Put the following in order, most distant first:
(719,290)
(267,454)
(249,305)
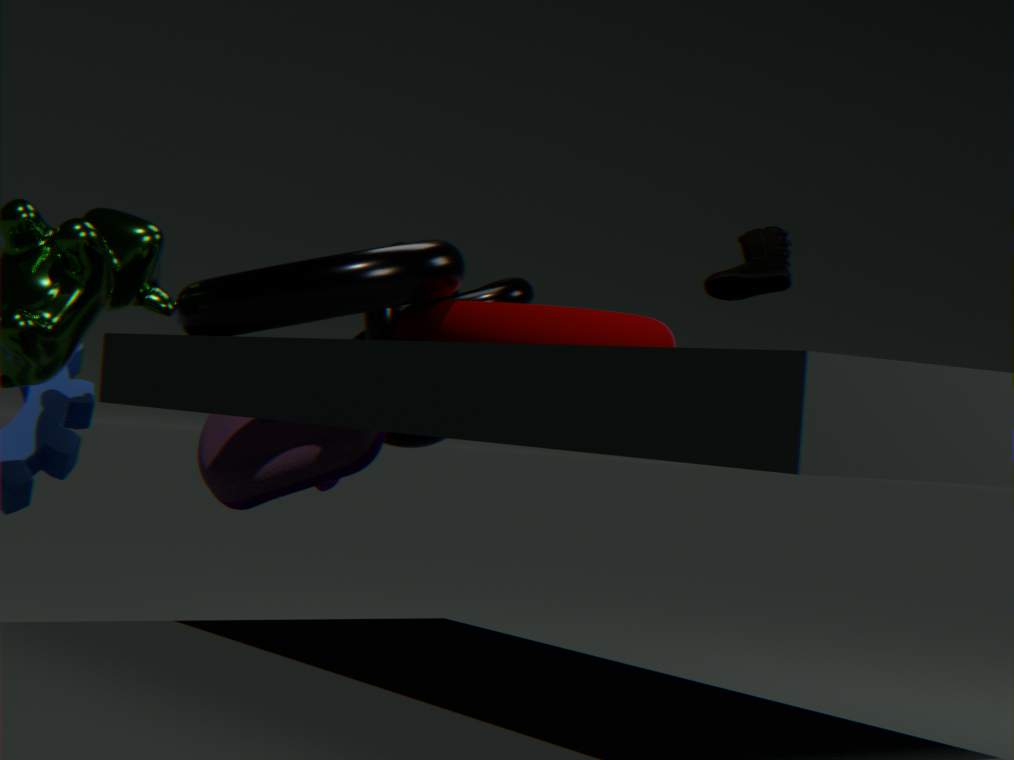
(719,290)
(267,454)
(249,305)
